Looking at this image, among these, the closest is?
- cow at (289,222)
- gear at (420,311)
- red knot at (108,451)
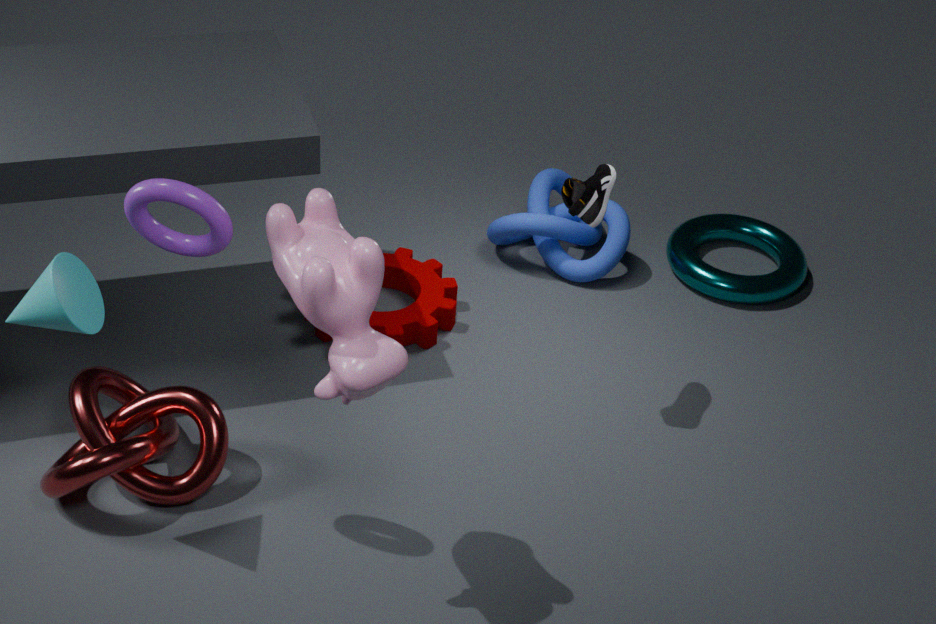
cow at (289,222)
